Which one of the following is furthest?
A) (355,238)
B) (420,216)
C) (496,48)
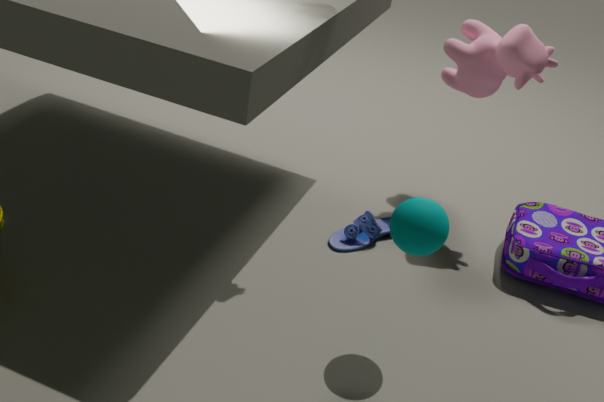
A. (355,238)
